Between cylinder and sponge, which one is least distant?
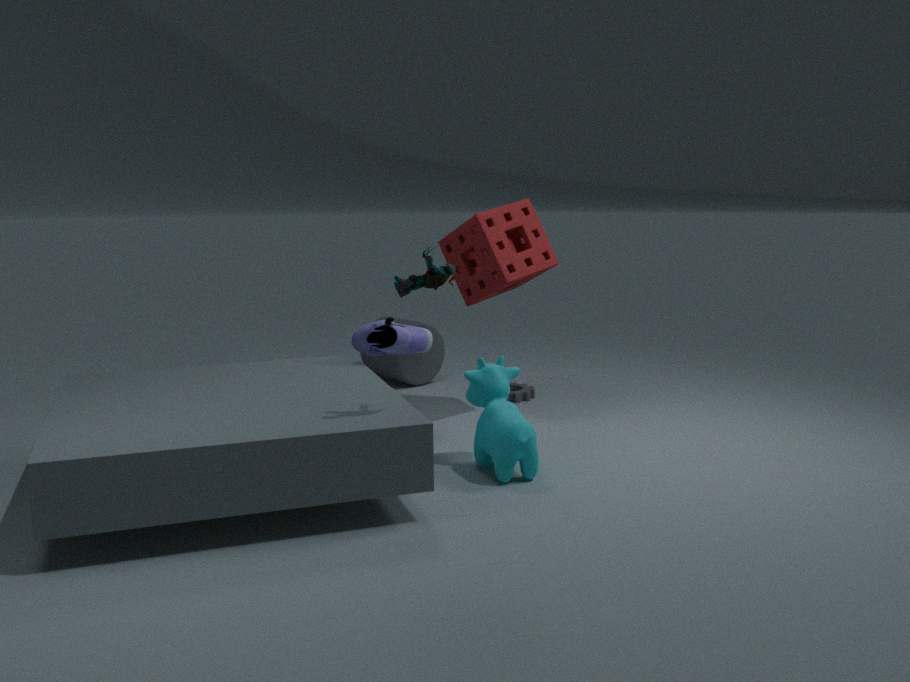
sponge
